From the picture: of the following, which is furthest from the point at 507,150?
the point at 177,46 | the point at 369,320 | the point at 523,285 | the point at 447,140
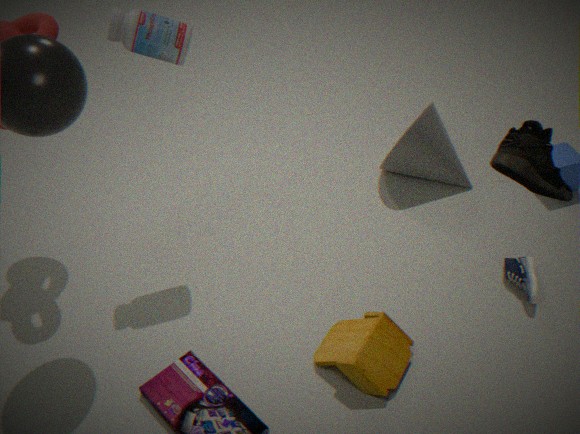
the point at 177,46
